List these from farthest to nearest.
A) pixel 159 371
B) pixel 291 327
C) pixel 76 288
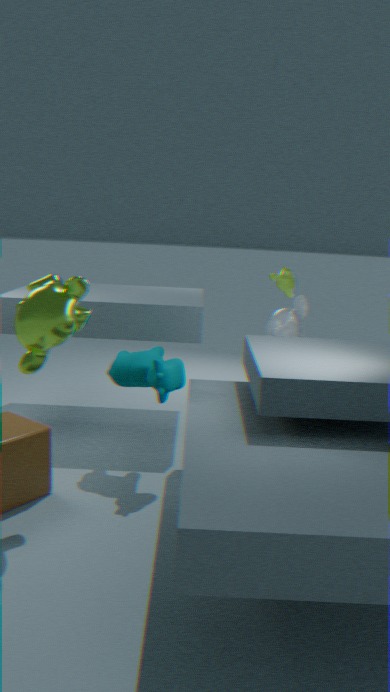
pixel 291 327 < pixel 159 371 < pixel 76 288
